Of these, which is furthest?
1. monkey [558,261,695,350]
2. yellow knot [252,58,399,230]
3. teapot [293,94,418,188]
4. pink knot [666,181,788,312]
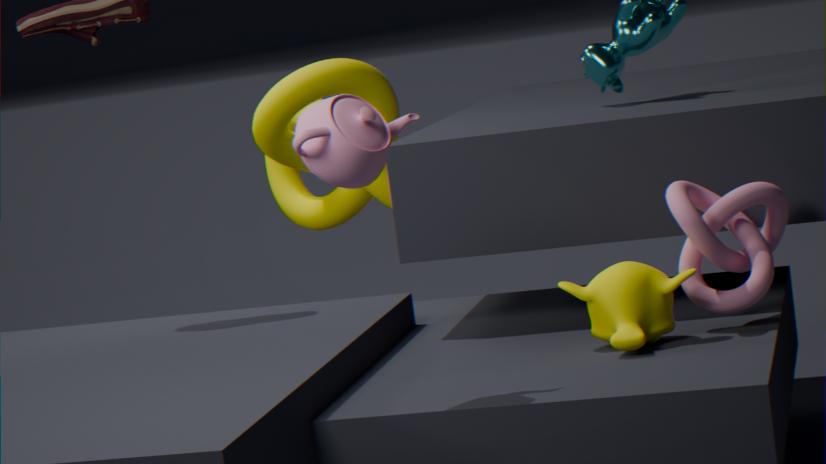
yellow knot [252,58,399,230]
